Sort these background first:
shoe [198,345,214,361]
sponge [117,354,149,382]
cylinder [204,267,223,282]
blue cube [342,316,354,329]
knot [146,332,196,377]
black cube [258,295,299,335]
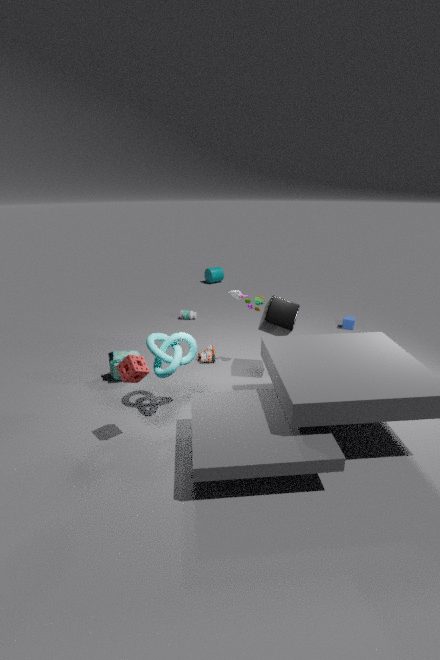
cylinder [204,267,223,282] < blue cube [342,316,354,329] < shoe [198,345,214,361] < black cube [258,295,299,335] < knot [146,332,196,377] < sponge [117,354,149,382]
